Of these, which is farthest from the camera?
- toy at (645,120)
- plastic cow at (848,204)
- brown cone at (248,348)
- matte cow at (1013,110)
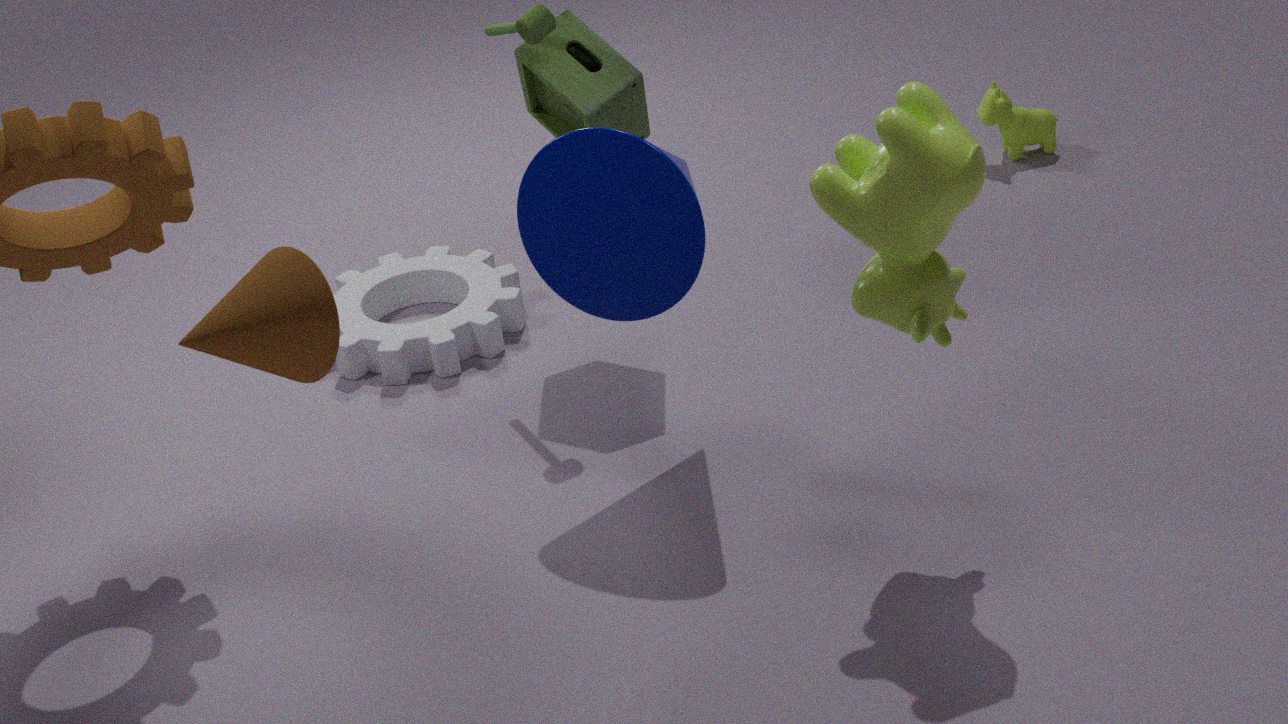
matte cow at (1013,110)
